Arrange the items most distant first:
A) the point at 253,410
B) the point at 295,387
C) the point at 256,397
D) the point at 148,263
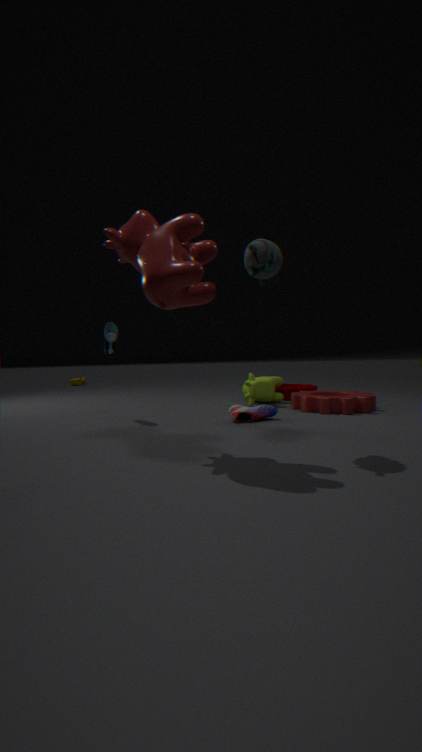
the point at 295,387 → the point at 256,397 → the point at 253,410 → the point at 148,263
